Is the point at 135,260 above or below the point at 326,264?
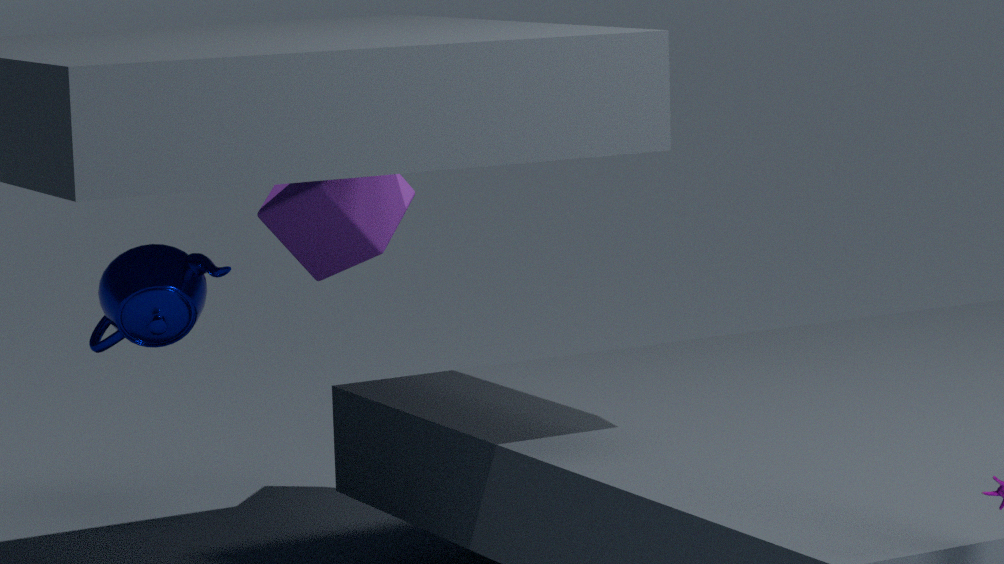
below
